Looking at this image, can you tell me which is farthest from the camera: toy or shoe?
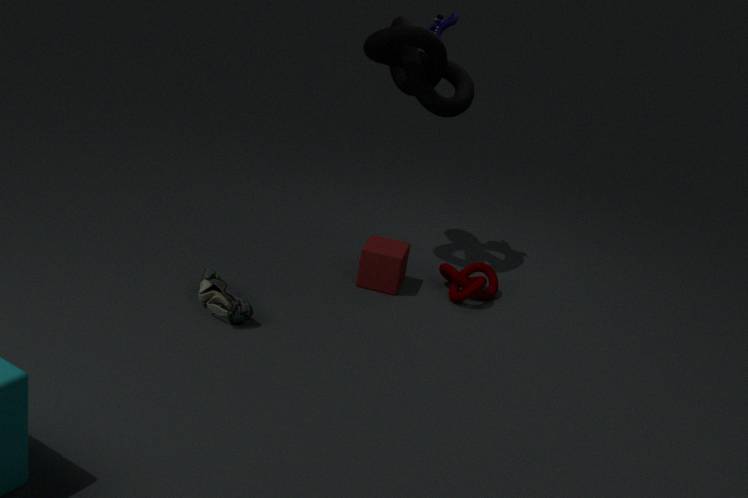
toy
